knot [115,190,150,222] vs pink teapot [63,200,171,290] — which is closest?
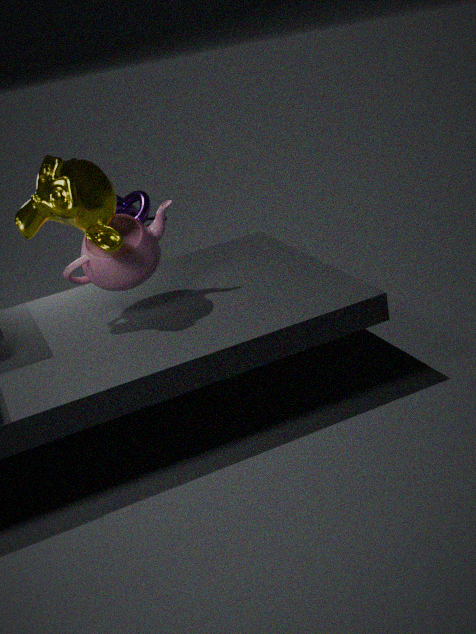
pink teapot [63,200,171,290]
